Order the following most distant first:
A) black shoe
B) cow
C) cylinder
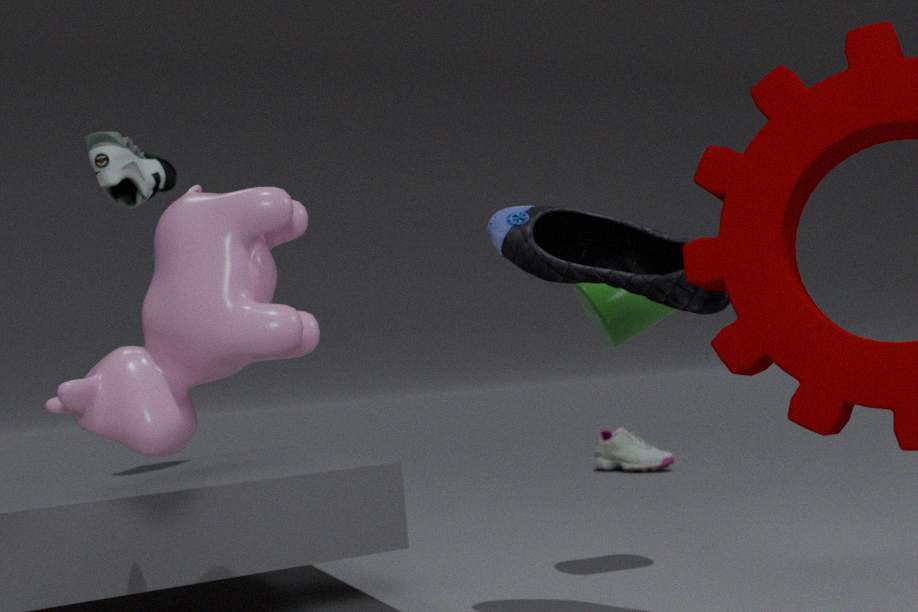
cylinder → black shoe → cow
